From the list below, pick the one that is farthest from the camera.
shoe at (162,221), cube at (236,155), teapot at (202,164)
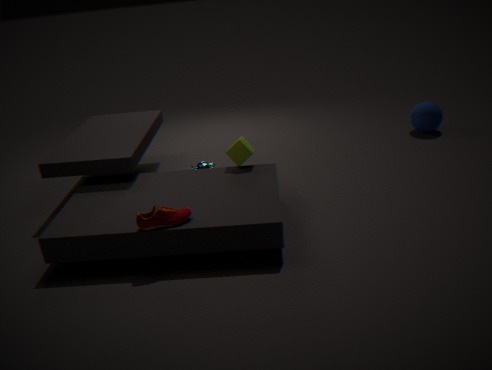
teapot at (202,164)
